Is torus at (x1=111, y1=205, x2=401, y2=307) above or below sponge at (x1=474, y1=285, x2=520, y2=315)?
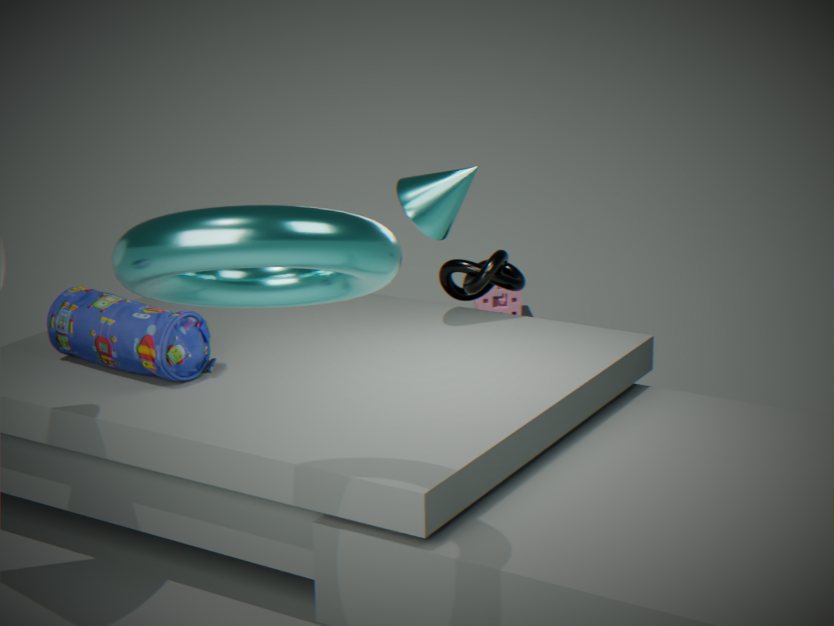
above
